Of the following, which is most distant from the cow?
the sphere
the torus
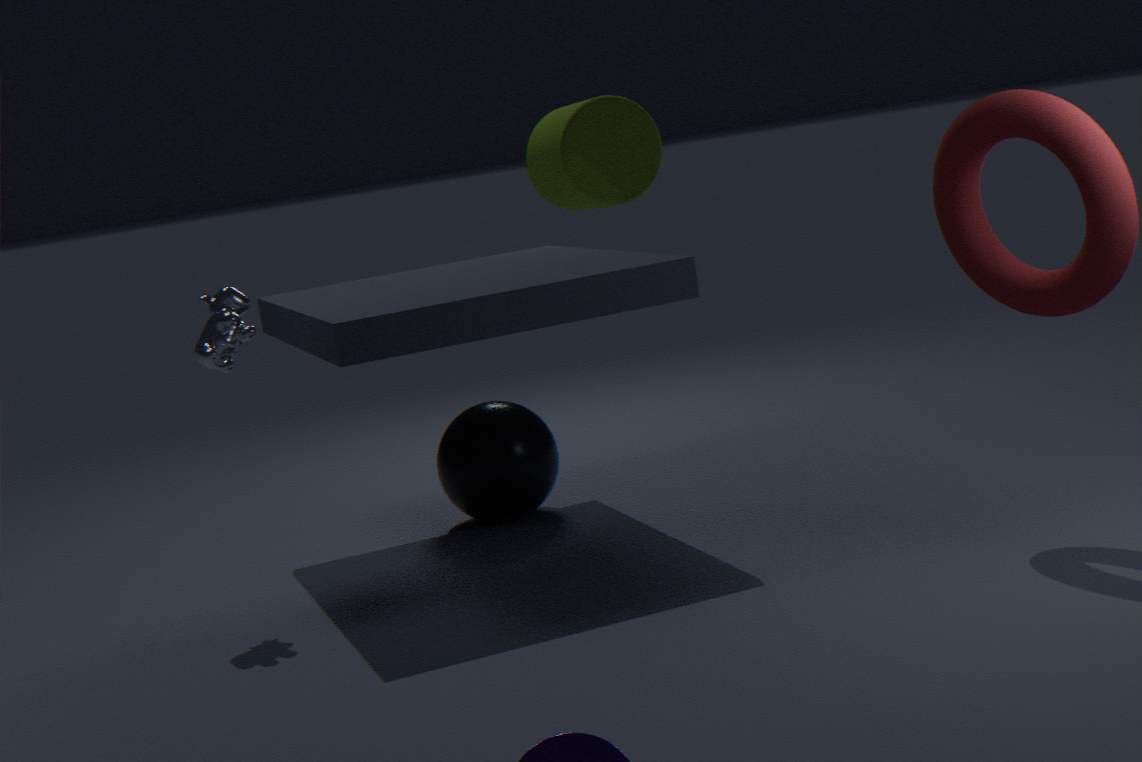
the torus
